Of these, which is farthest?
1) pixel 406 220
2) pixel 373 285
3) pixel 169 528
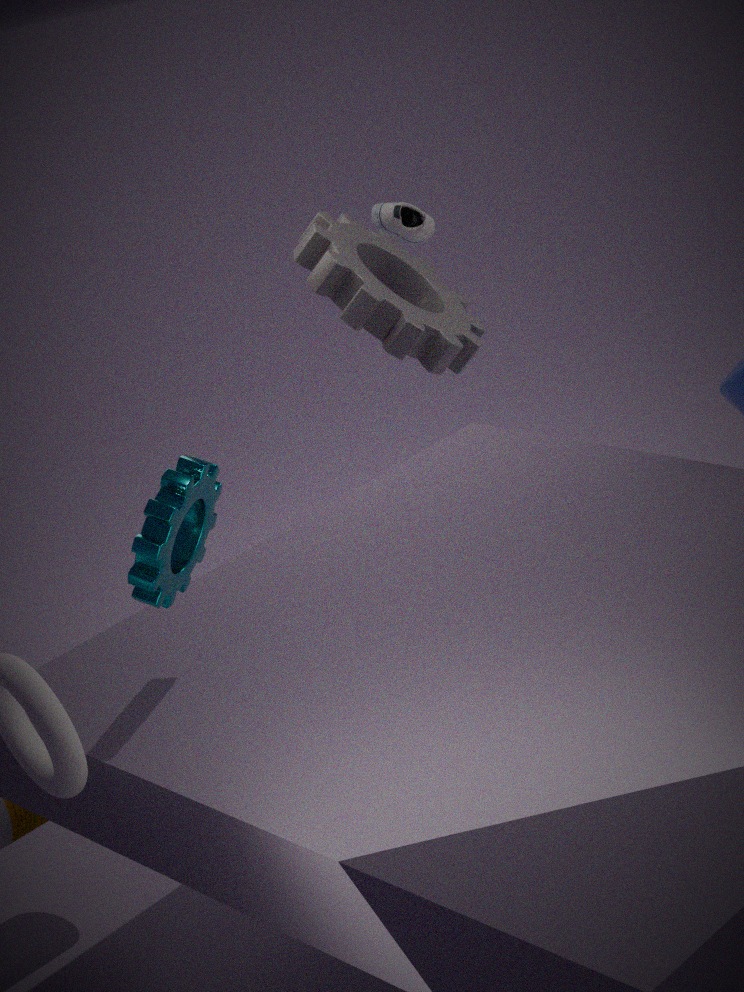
1. pixel 406 220
